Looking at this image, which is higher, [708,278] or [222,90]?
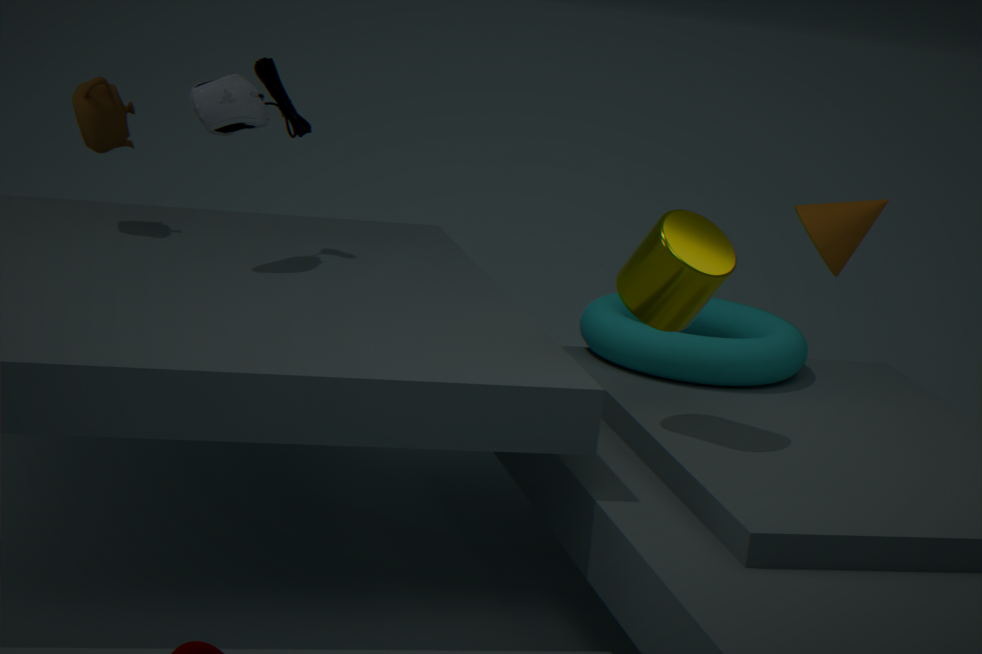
[222,90]
